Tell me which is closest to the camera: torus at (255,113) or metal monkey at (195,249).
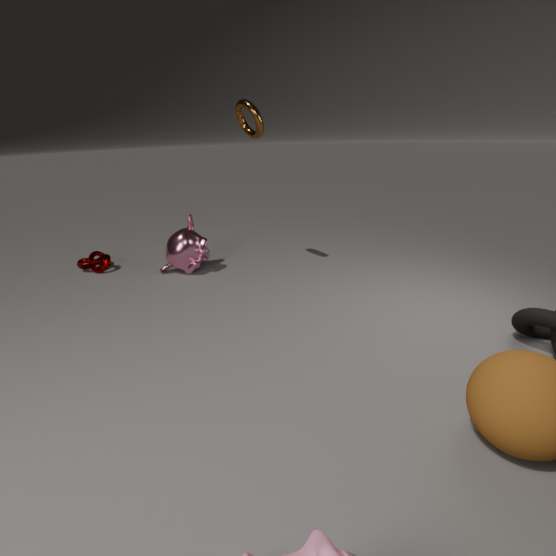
torus at (255,113)
